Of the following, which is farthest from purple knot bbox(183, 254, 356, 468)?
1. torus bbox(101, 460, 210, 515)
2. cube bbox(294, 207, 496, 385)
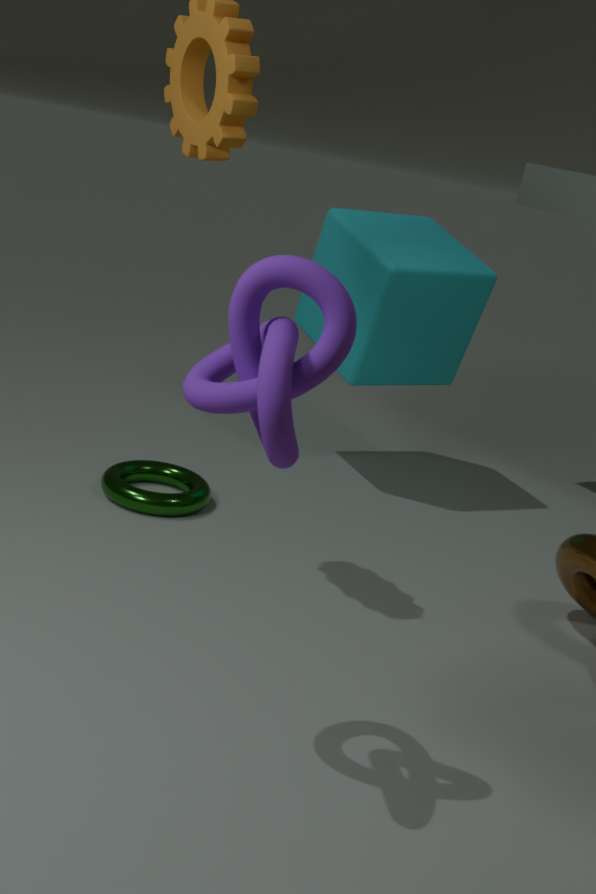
cube bbox(294, 207, 496, 385)
